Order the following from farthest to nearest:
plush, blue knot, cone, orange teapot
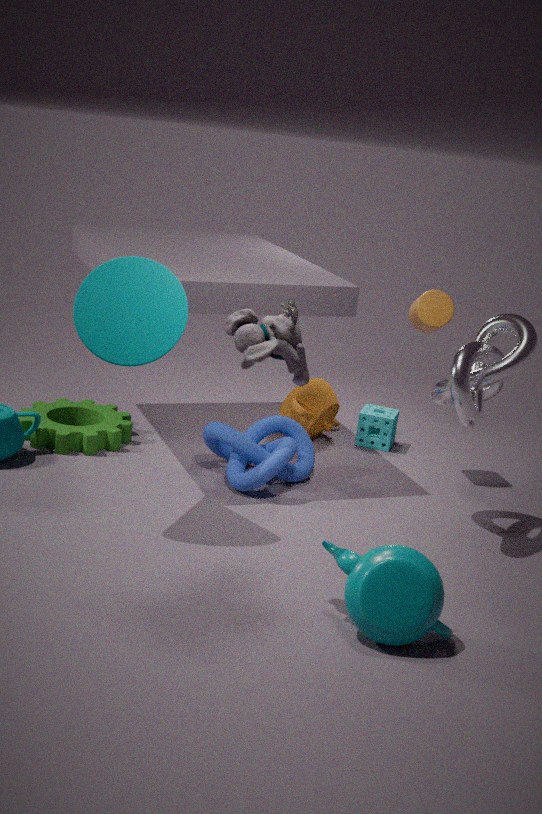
orange teapot
blue knot
cone
plush
